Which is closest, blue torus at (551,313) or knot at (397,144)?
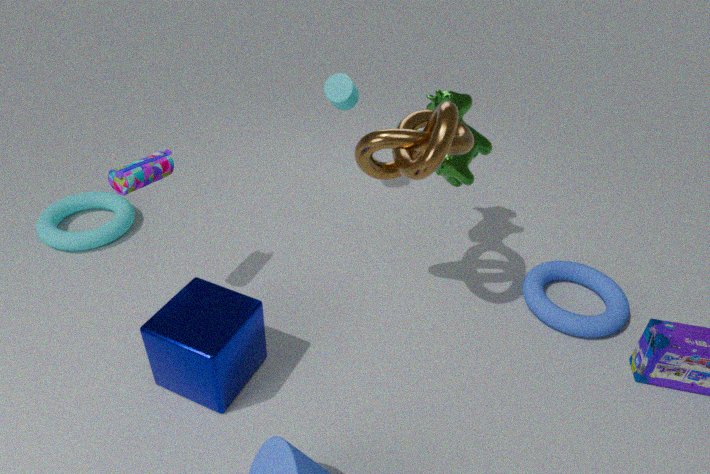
knot at (397,144)
